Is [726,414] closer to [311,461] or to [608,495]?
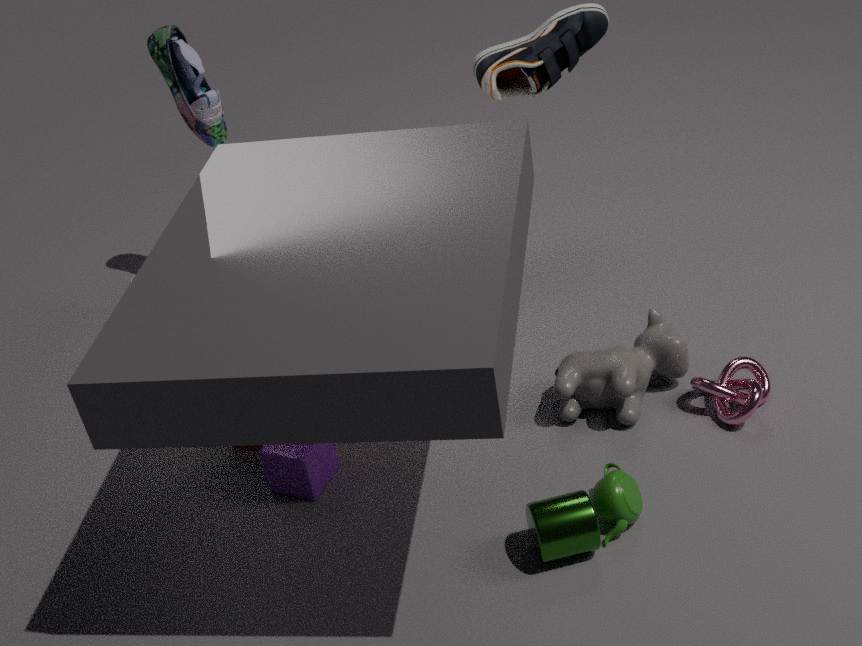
[608,495]
